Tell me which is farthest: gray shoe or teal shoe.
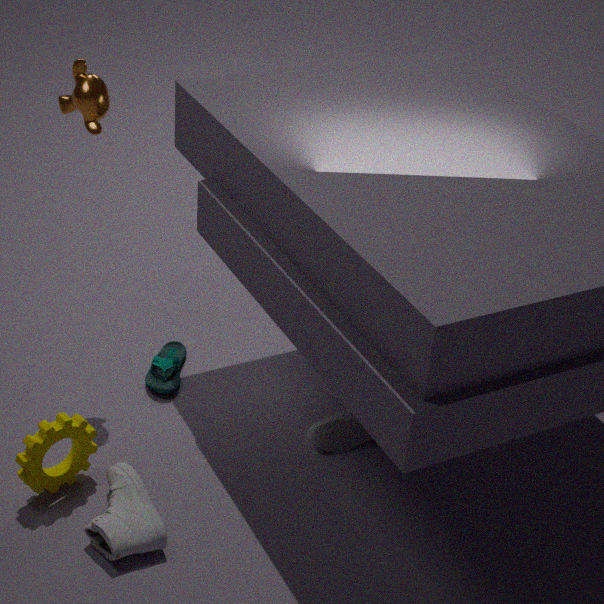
teal shoe
